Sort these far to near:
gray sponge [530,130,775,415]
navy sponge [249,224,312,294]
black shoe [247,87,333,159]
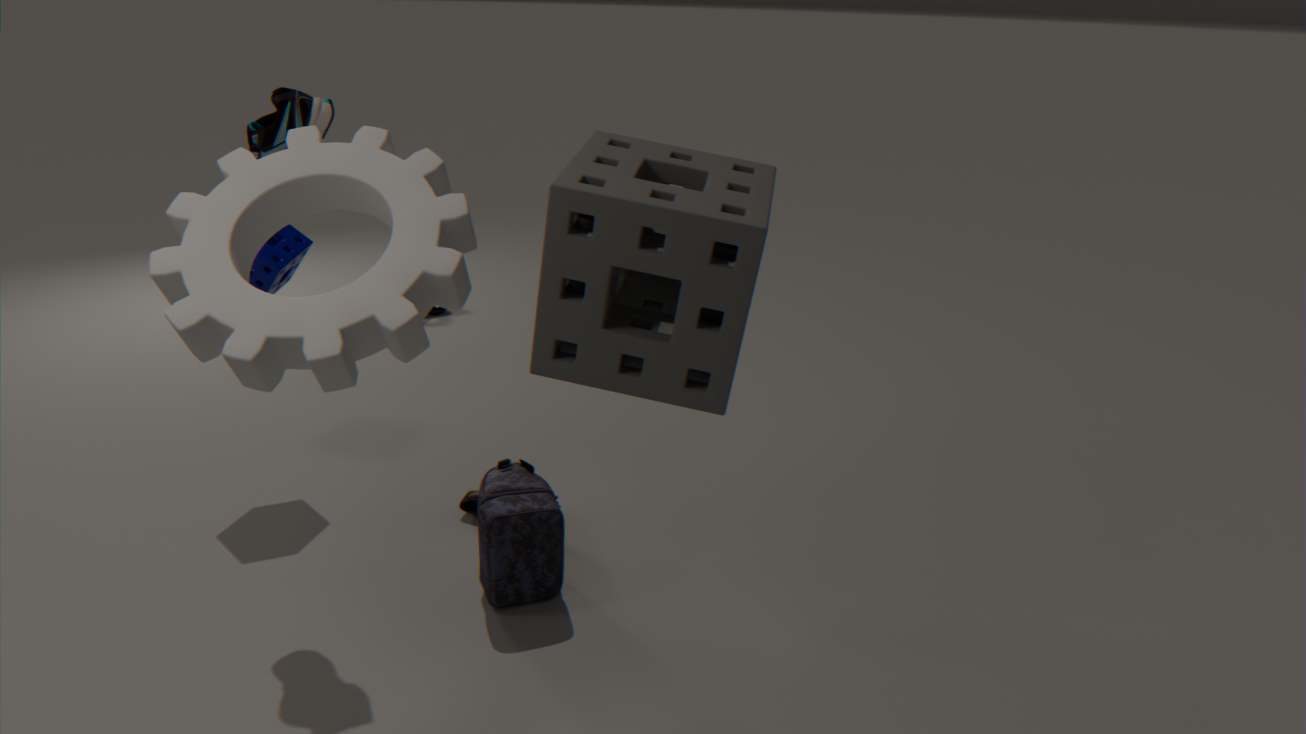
navy sponge [249,224,312,294], black shoe [247,87,333,159], gray sponge [530,130,775,415]
